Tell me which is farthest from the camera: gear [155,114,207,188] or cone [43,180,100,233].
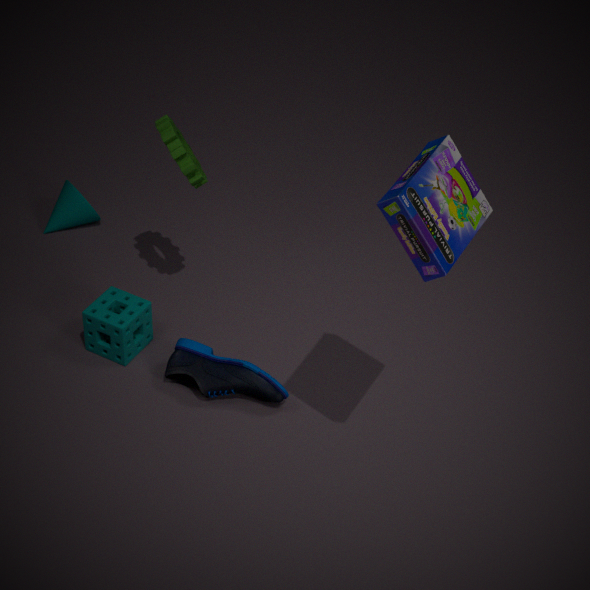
cone [43,180,100,233]
